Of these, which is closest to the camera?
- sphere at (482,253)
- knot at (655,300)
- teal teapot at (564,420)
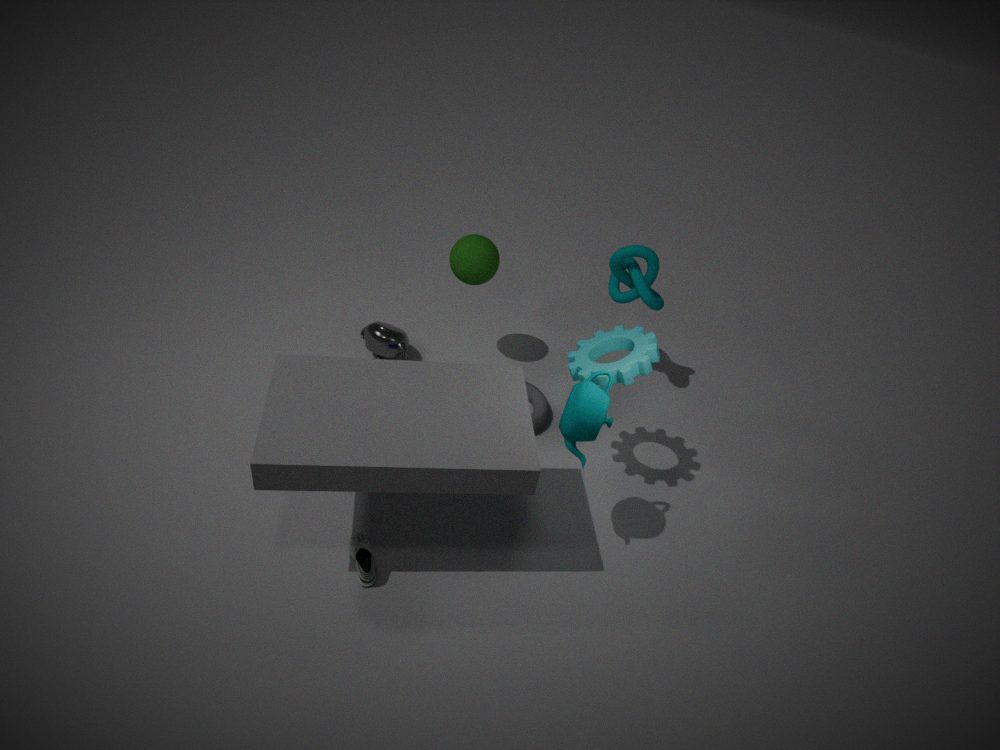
teal teapot at (564,420)
